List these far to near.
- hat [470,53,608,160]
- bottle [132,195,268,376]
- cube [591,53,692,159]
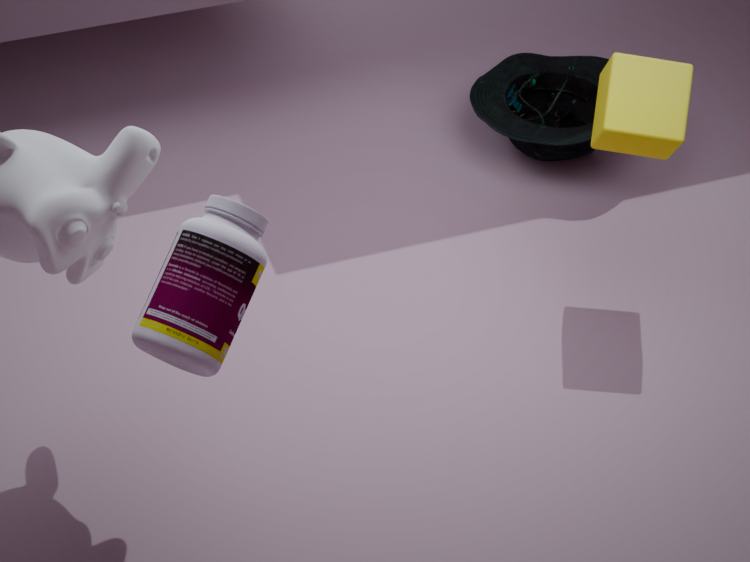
hat [470,53,608,160] → cube [591,53,692,159] → bottle [132,195,268,376]
